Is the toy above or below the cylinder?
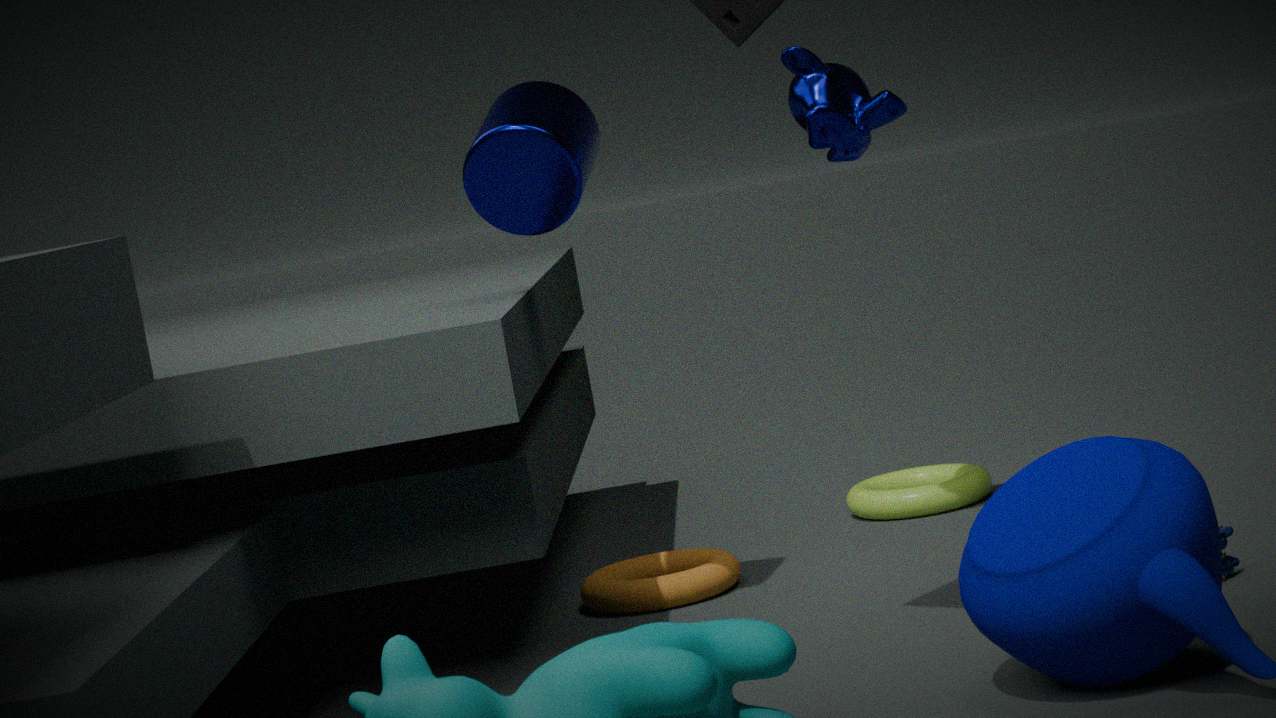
below
